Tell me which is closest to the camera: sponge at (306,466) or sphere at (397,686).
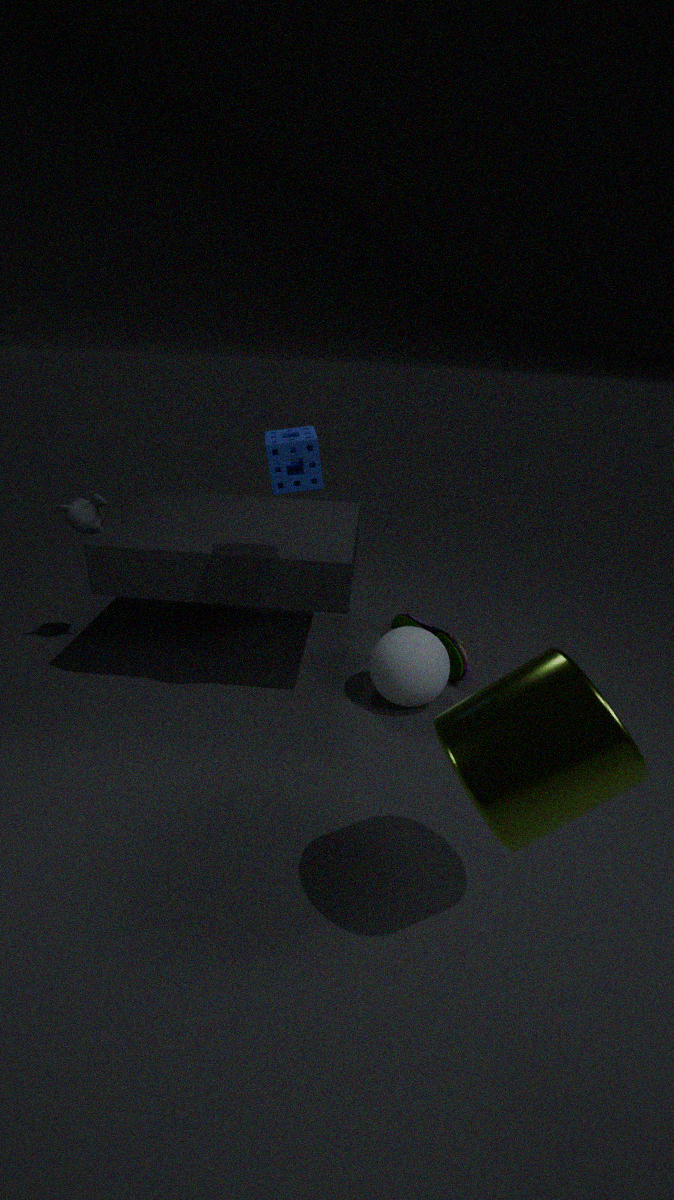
sponge at (306,466)
